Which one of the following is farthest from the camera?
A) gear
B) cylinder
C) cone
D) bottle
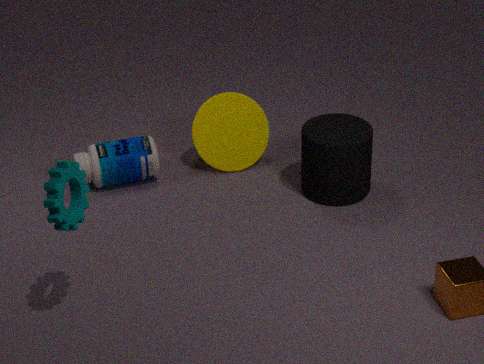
cone
